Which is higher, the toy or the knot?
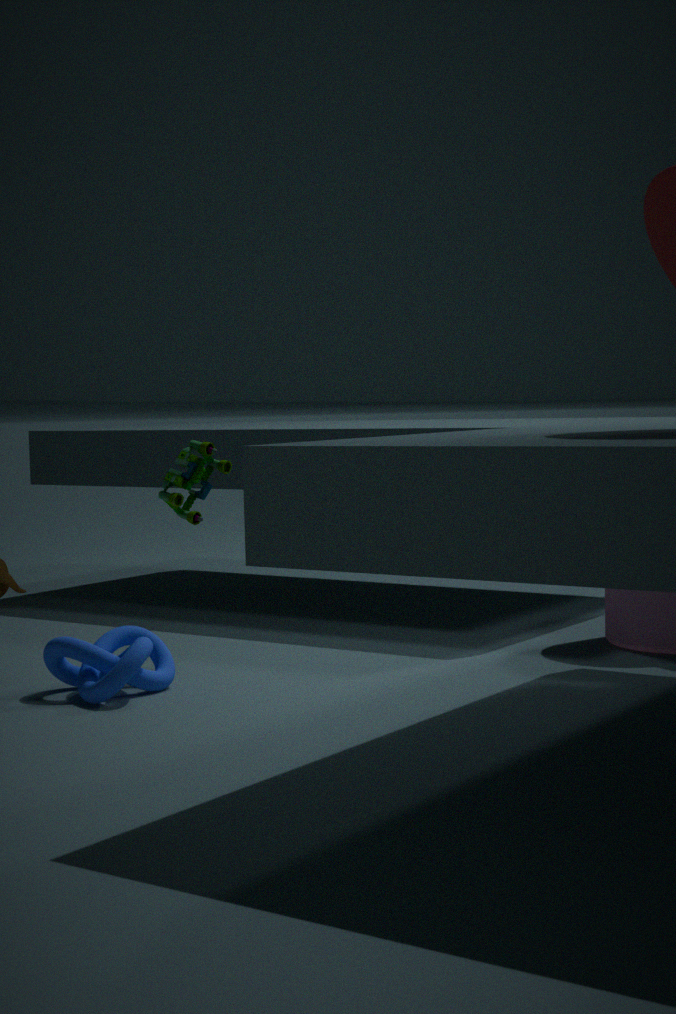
the toy
